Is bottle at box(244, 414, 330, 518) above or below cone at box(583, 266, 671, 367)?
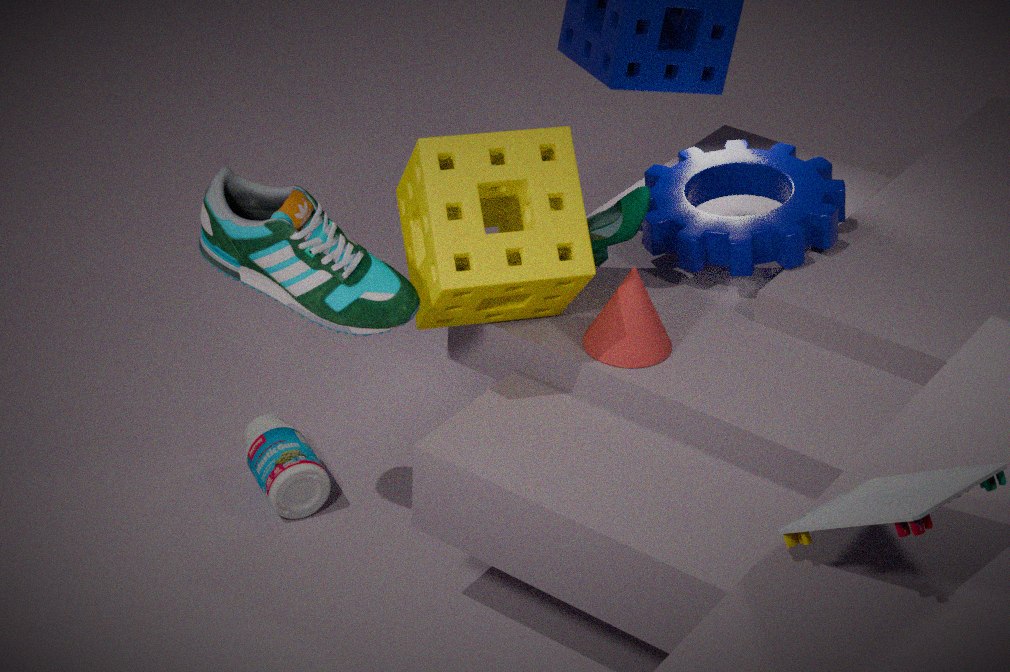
below
